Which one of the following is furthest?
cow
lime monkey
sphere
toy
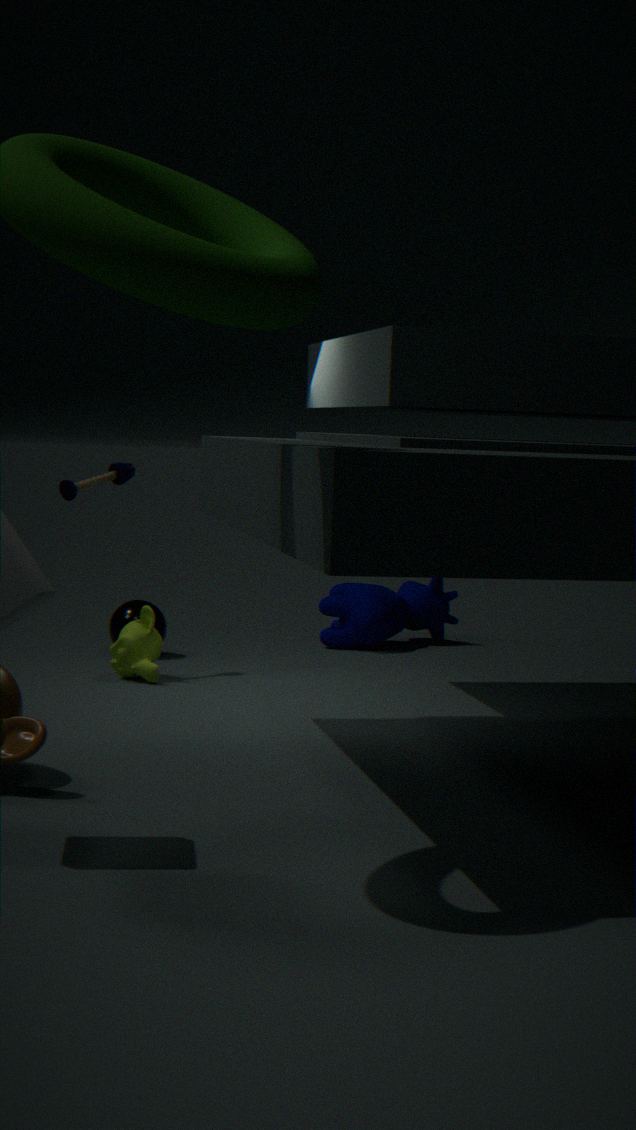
cow
